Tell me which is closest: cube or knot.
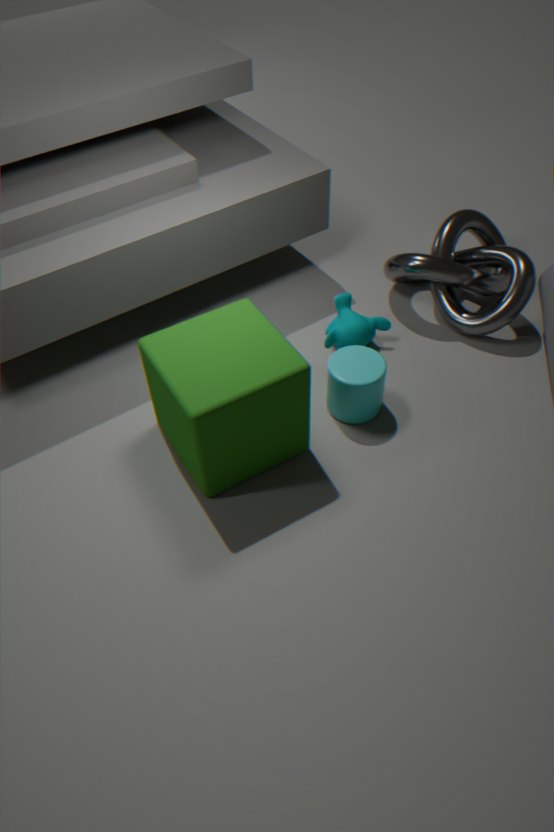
cube
